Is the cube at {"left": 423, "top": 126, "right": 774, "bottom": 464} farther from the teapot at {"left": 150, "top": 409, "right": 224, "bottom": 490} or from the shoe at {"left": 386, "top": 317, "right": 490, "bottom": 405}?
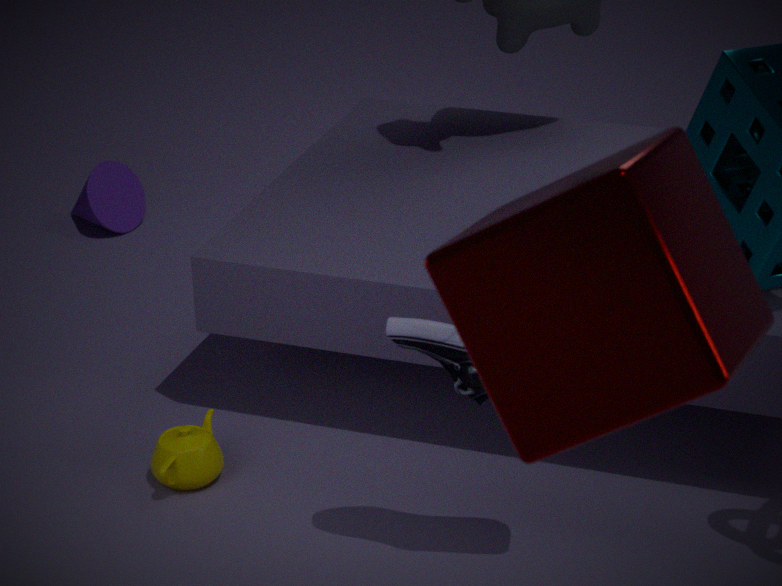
the teapot at {"left": 150, "top": 409, "right": 224, "bottom": 490}
